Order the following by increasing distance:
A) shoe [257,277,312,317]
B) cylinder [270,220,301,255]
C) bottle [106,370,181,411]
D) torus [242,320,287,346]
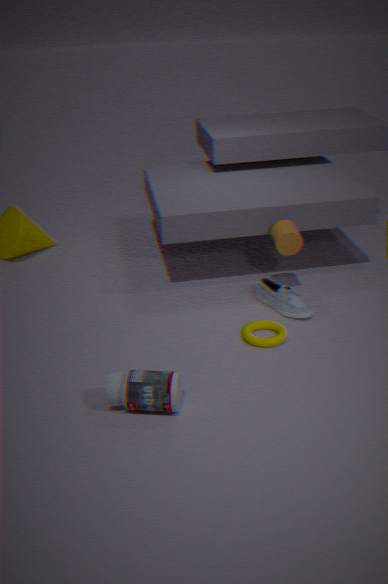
bottle [106,370,181,411] → torus [242,320,287,346] → shoe [257,277,312,317] → cylinder [270,220,301,255]
